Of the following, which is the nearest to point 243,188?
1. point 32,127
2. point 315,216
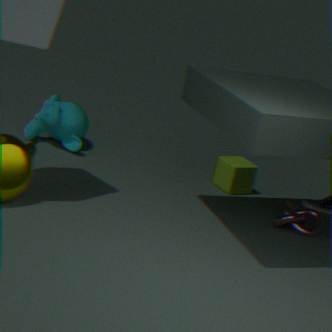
point 315,216
